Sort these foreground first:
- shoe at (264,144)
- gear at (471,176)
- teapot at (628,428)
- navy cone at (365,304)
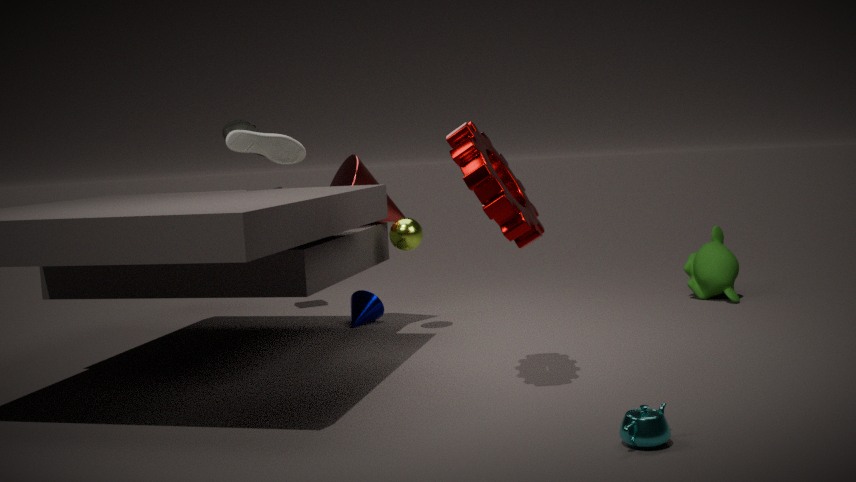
teapot at (628,428) → gear at (471,176) → shoe at (264,144) → navy cone at (365,304)
